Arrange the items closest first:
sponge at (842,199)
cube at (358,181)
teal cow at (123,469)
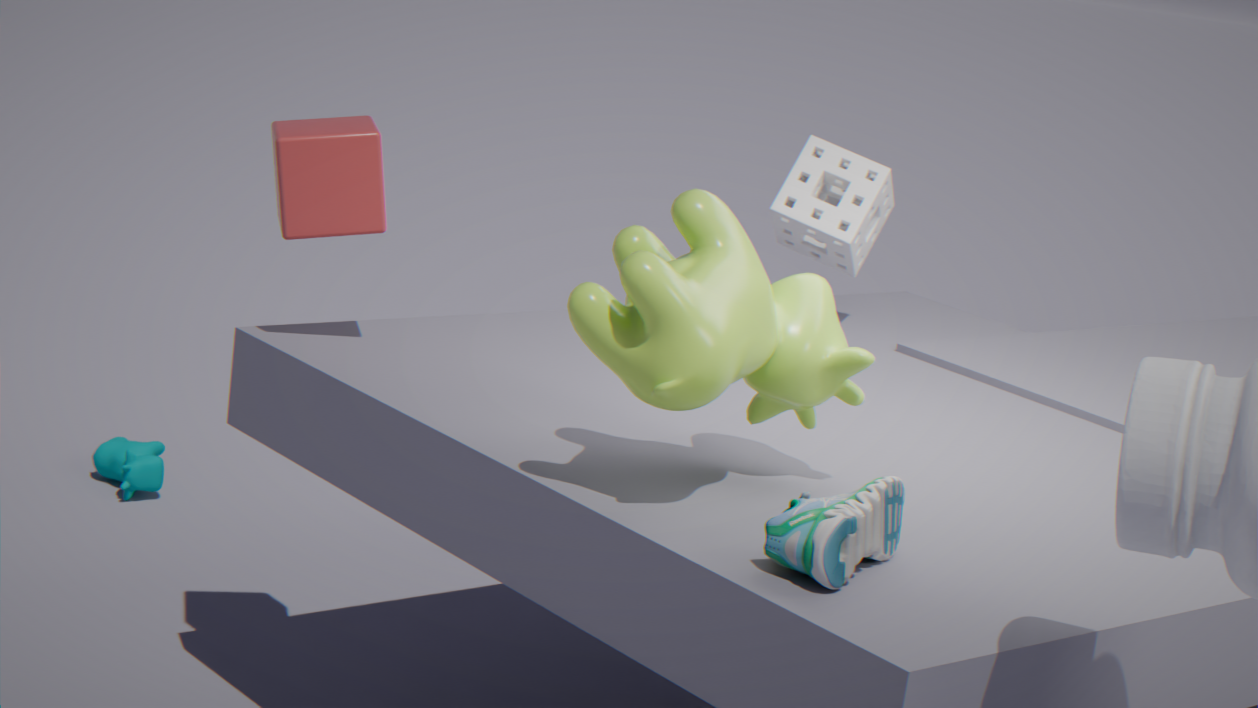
cube at (358,181) → sponge at (842,199) → teal cow at (123,469)
